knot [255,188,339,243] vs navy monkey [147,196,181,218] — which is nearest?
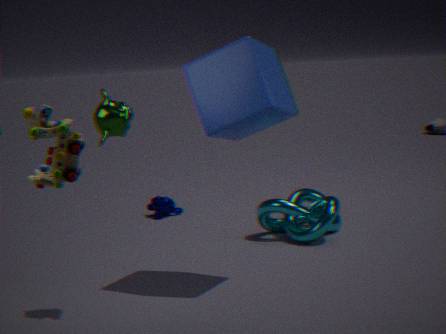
knot [255,188,339,243]
